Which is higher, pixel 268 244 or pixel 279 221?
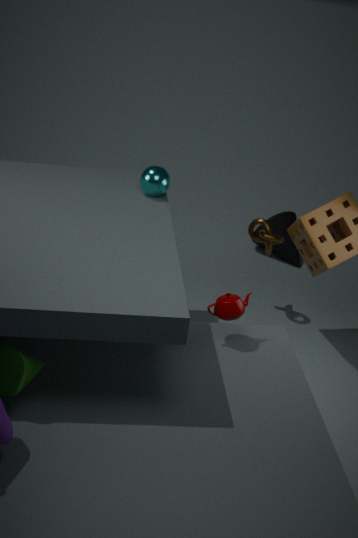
pixel 268 244
